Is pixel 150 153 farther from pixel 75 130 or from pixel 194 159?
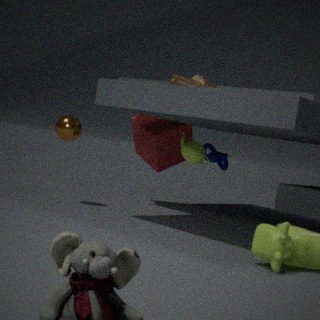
pixel 75 130
